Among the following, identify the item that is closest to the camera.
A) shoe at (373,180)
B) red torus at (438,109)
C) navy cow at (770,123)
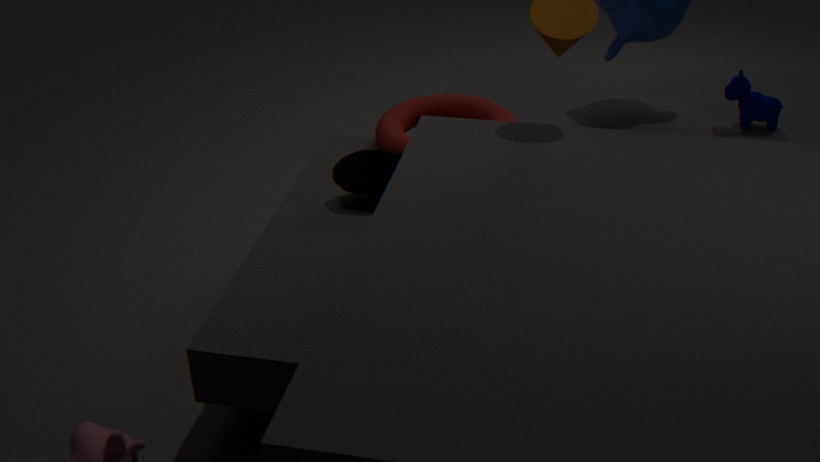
shoe at (373,180)
